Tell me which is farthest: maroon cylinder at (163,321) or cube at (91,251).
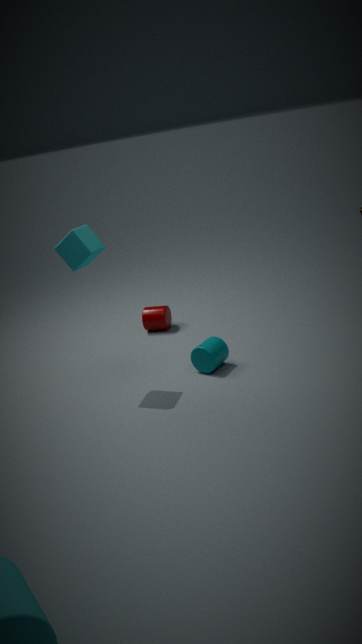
maroon cylinder at (163,321)
